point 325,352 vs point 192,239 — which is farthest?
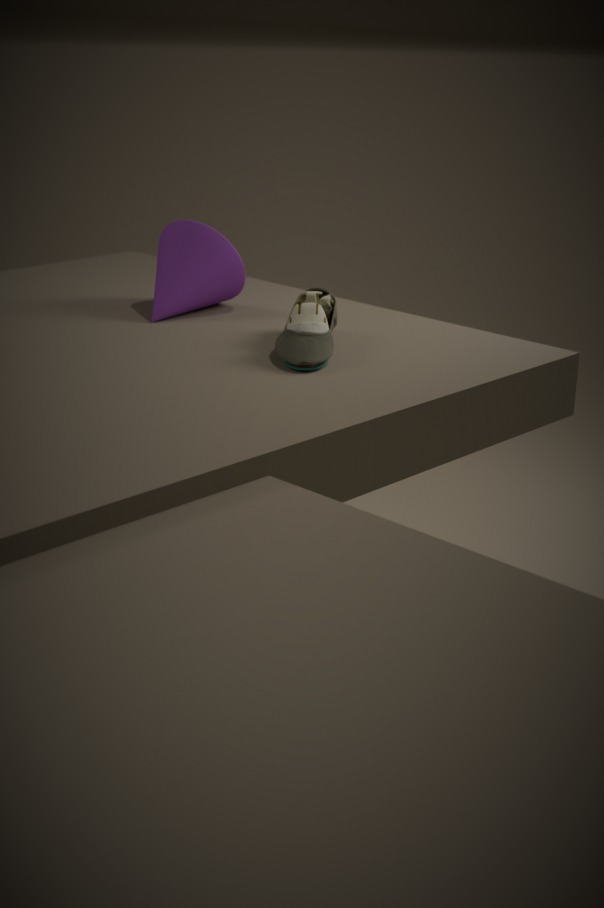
point 192,239
